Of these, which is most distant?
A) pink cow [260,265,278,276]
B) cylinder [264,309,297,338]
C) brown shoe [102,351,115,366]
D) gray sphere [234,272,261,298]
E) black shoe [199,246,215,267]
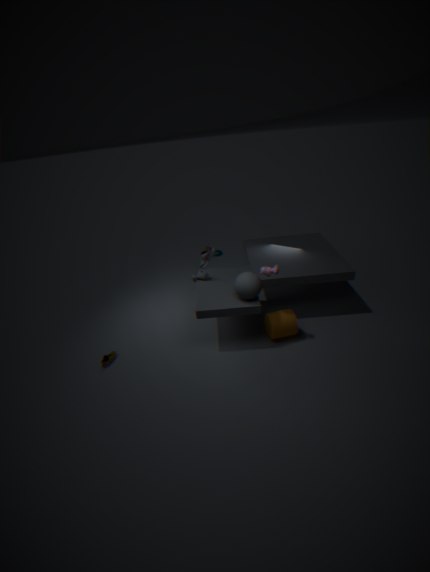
black shoe [199,246,215,267]
